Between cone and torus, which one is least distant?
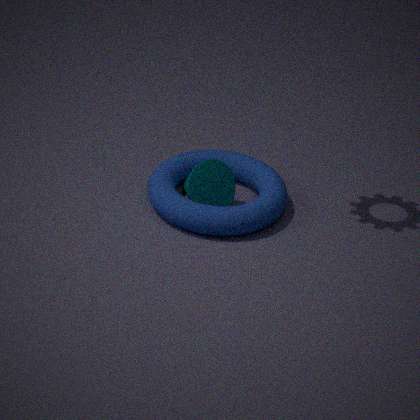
torus
